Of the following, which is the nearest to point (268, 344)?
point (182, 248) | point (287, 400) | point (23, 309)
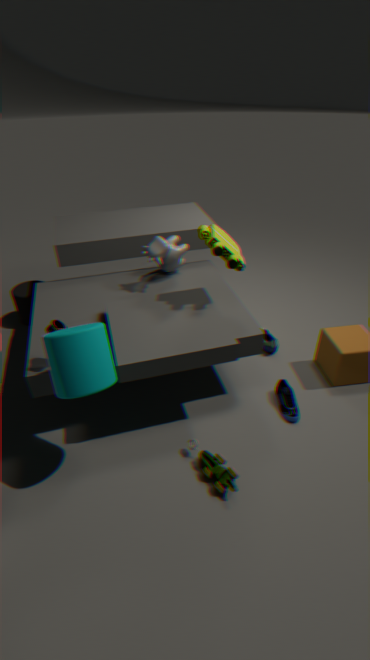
point (287, 400)
